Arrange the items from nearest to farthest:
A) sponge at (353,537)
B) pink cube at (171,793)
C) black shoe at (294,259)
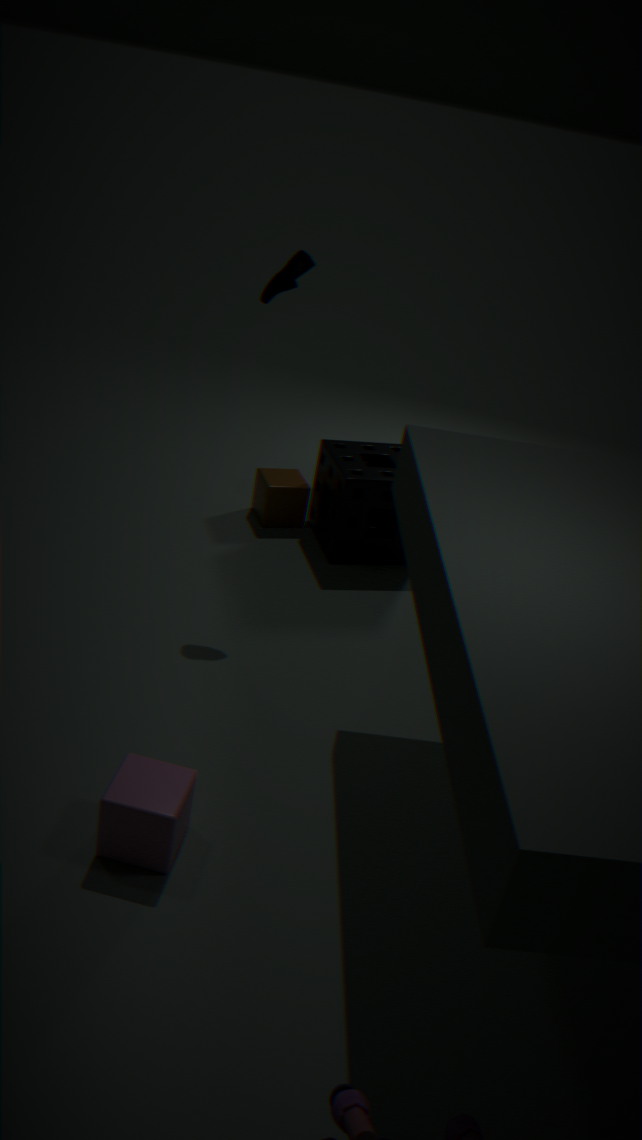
pink cube at (171,793) < black shoe at (294,259) < sponge at (353,537)
